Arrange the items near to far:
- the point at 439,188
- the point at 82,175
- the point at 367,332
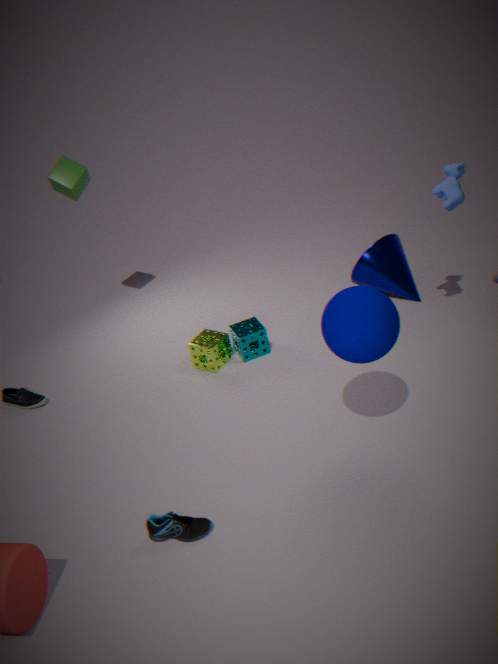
the point at 367,332, the point at 439,188, the point at 82,175
